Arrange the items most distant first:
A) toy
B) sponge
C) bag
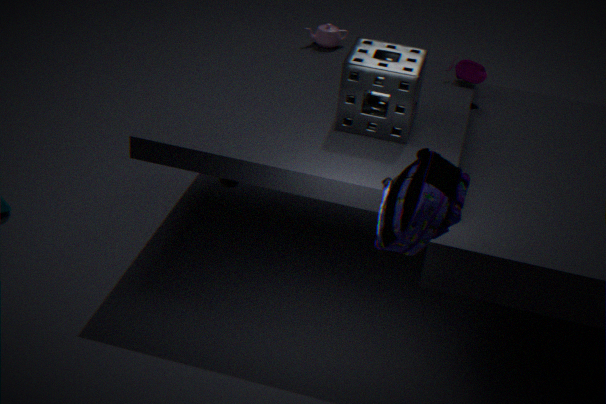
toy < sponge < bag
